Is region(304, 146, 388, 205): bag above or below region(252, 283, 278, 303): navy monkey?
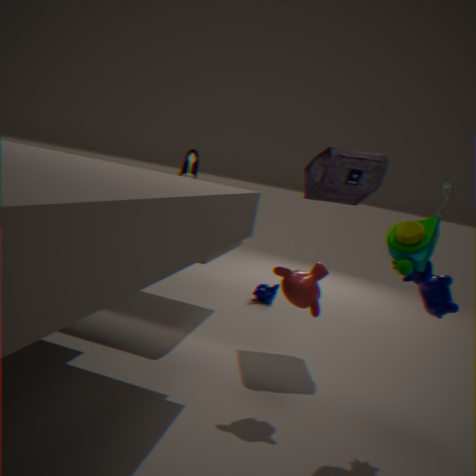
above
